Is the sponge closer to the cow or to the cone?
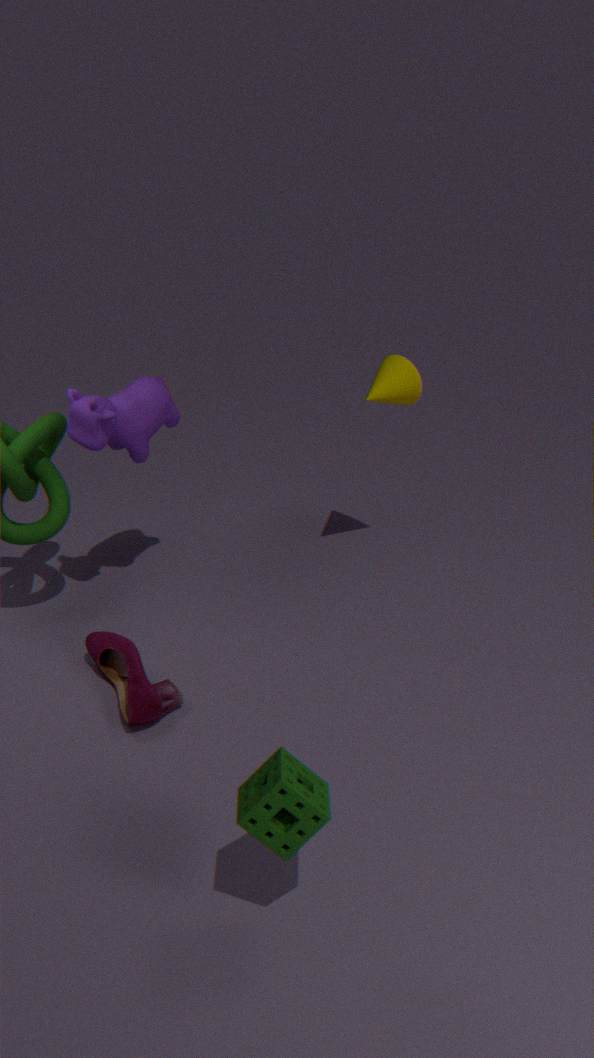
the cow
